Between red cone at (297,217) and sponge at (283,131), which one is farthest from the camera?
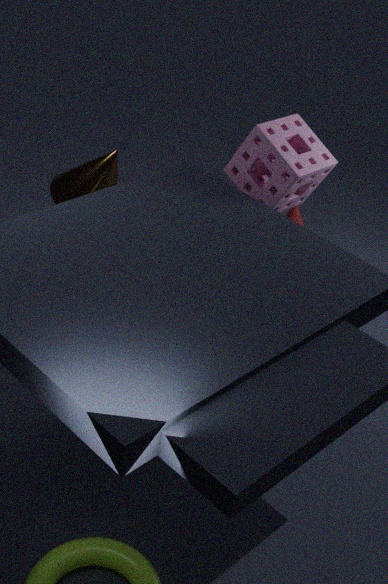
red cone at (297,217)
